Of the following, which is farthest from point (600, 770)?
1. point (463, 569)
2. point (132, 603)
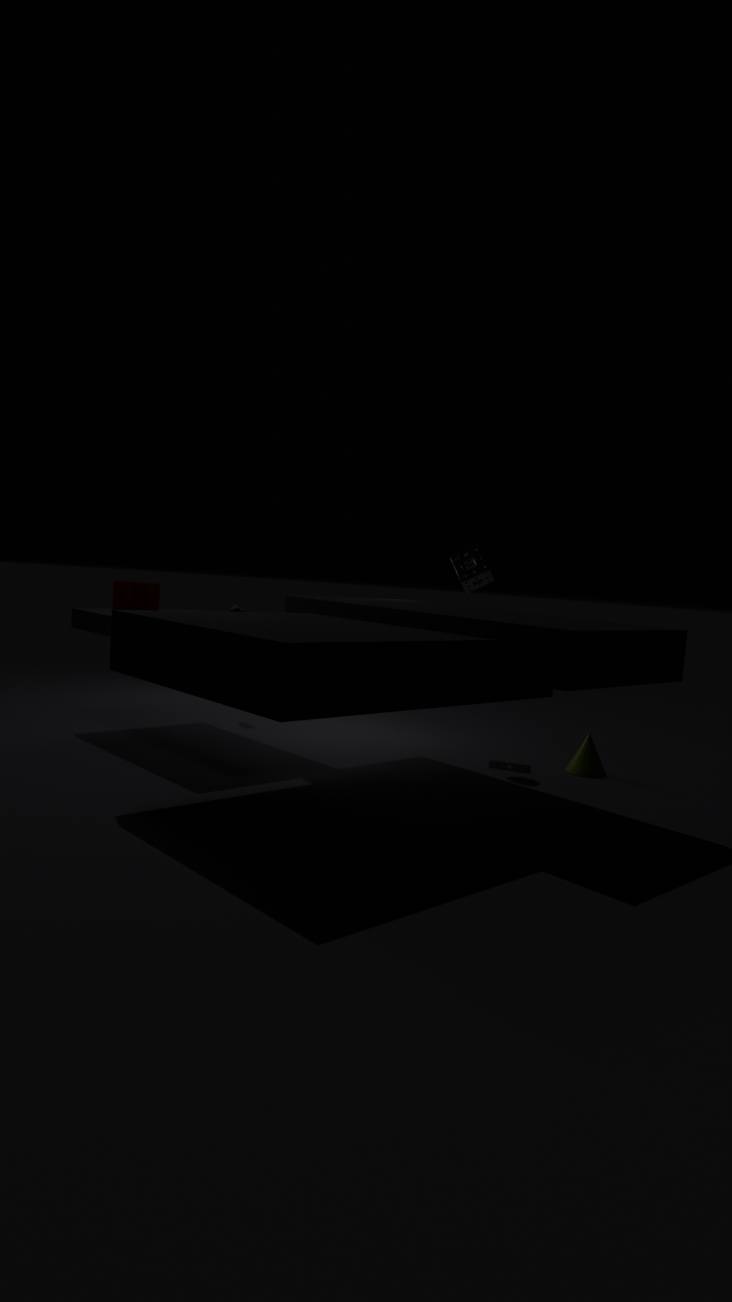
point (132, 603)
